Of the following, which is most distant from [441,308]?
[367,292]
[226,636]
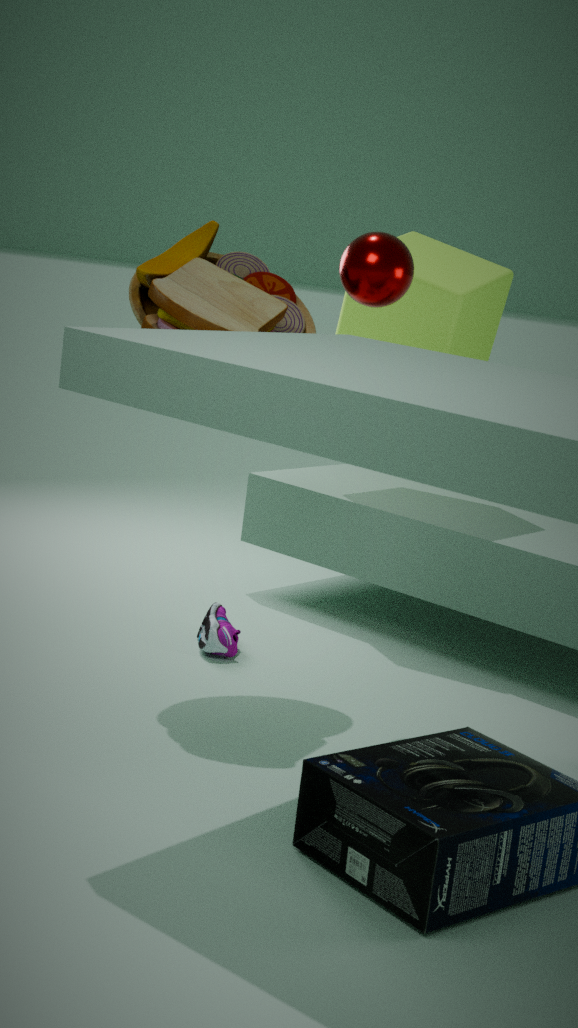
[226,636]
